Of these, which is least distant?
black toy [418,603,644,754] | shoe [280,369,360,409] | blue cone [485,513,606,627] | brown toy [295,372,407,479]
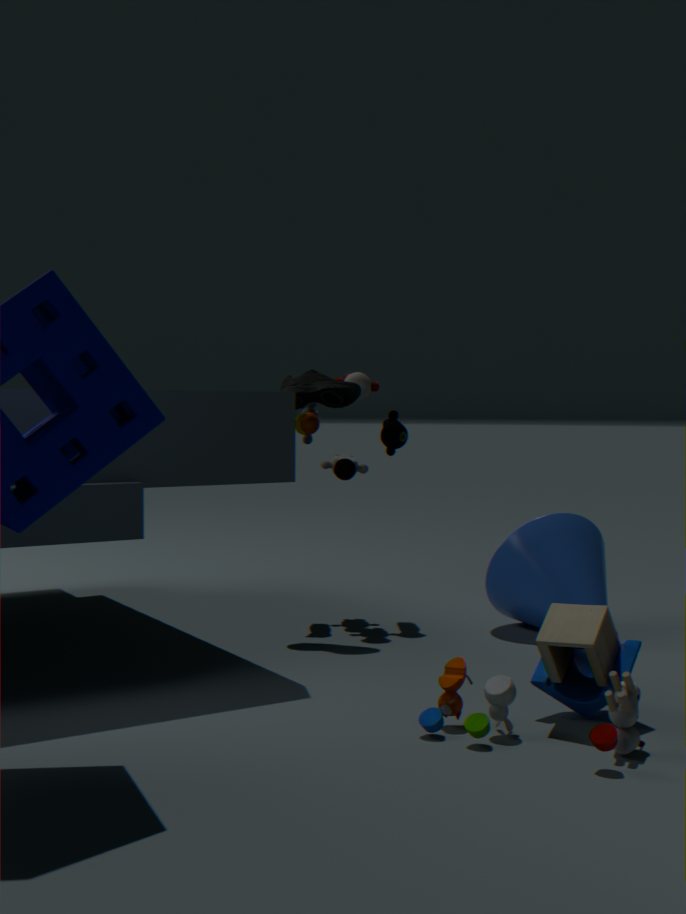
black toy [418,603,644,754]
